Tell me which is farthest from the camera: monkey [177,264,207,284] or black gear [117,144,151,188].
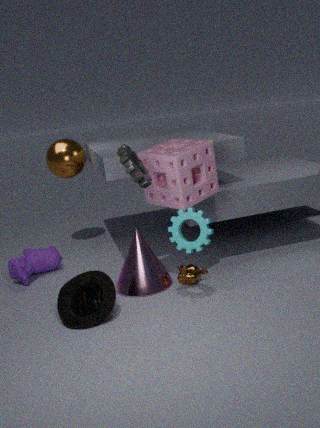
→ monkey [177,264,207,284]
